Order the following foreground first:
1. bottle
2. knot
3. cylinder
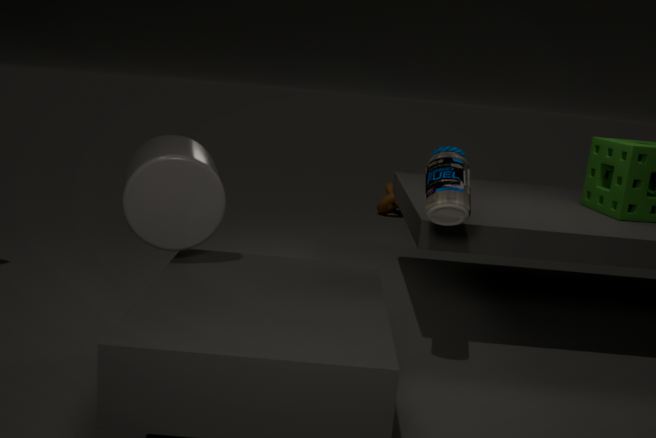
cylinder, bottle, knot
